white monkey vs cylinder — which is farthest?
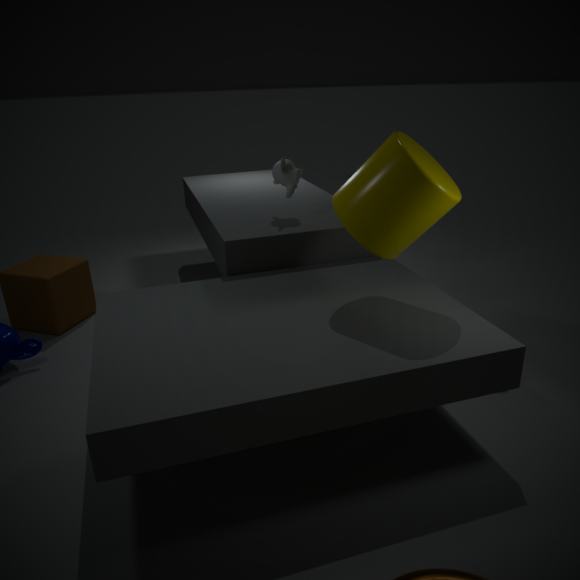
white monkey
